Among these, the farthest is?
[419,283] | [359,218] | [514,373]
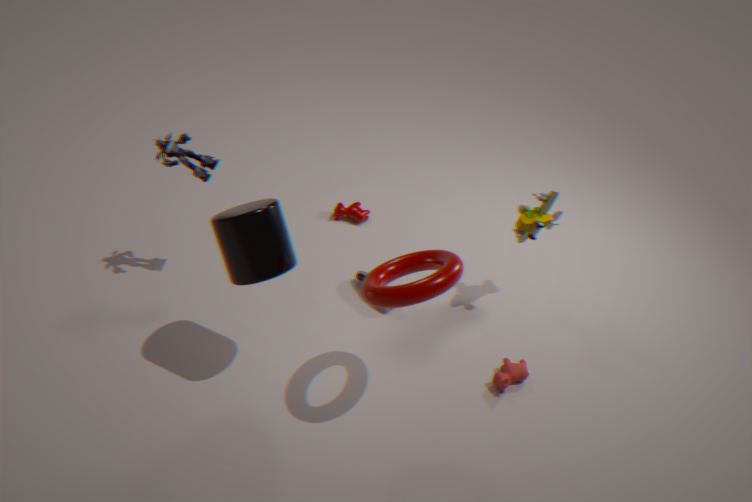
[359,218]
